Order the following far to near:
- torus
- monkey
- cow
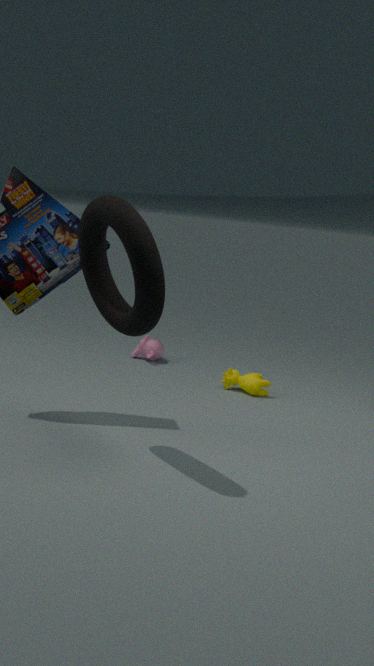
monkey, cow, torus
